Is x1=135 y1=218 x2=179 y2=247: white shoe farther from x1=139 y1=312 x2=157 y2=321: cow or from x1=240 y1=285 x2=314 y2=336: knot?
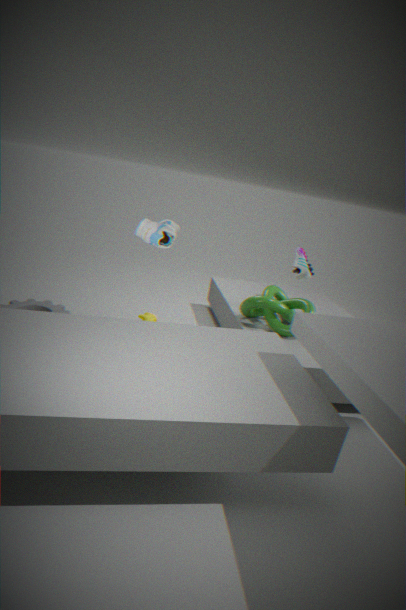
x1=139 y1=312 x2=157 y2=321: cow
